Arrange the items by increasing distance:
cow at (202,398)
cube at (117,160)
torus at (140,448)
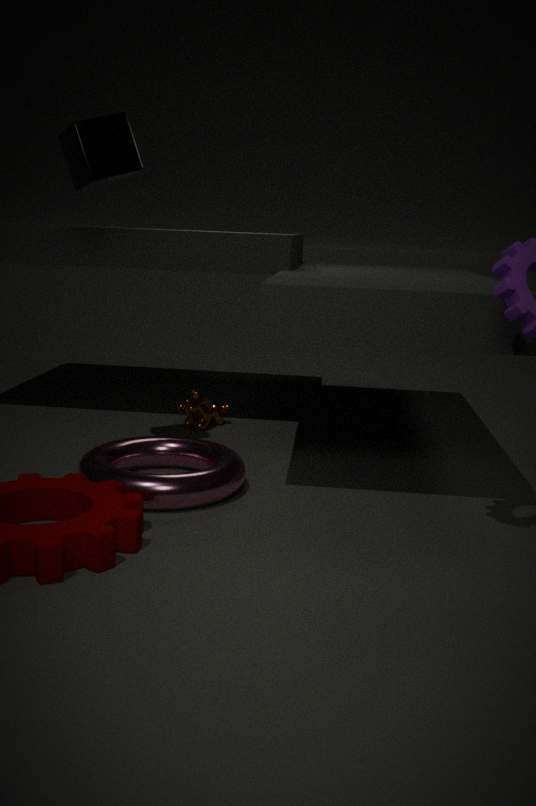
torus at (140,448), cube at (117,160), cow at (202,398)
